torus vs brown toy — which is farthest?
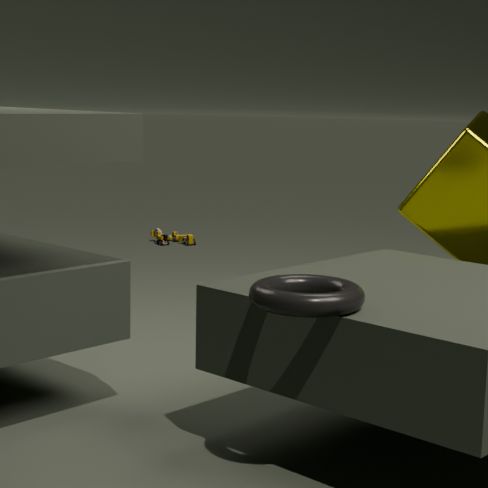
brown toy
